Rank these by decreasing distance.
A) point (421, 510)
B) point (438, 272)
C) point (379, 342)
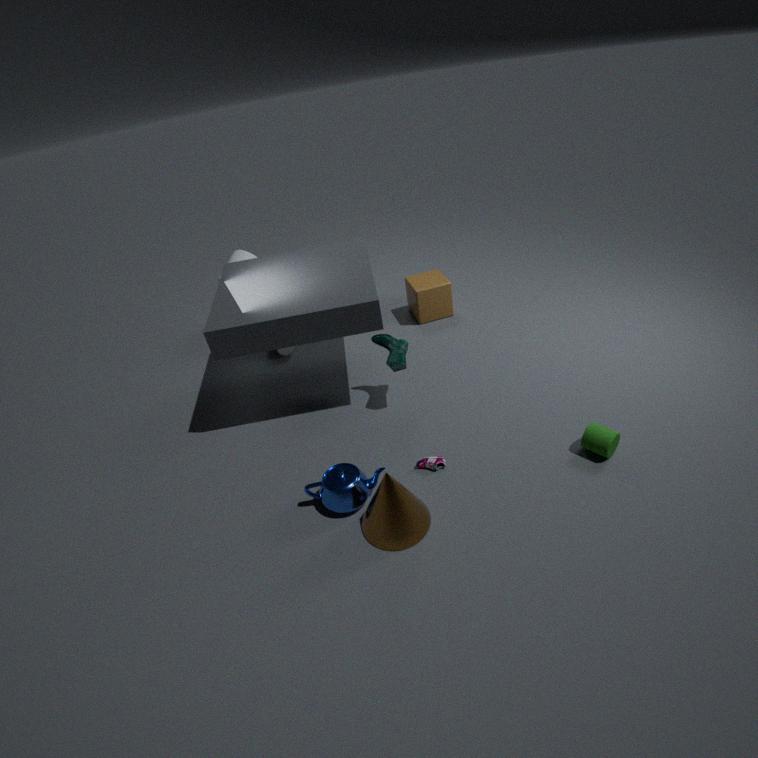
1. point (438, 272)
2. point (379, 342)
3. point (421, 510)
